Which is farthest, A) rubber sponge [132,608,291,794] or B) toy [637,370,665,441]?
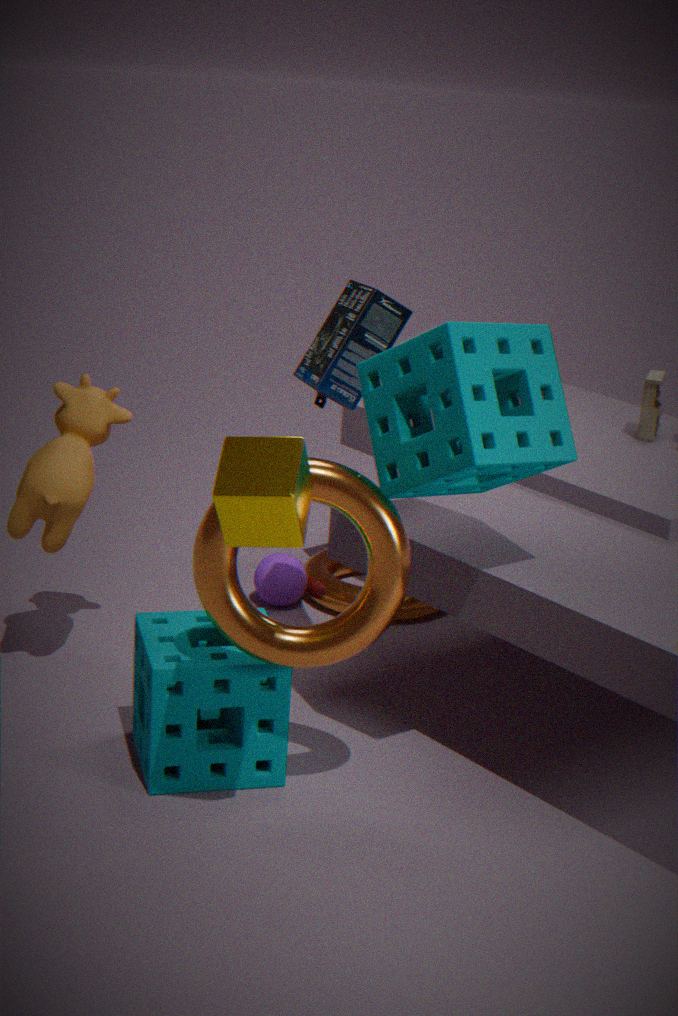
B. toy [637,370,665,441]
